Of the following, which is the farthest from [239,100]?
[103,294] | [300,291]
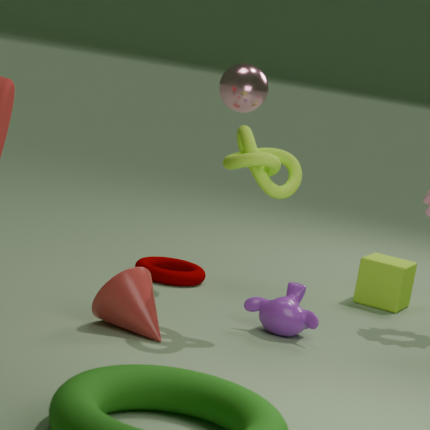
[103,294]
